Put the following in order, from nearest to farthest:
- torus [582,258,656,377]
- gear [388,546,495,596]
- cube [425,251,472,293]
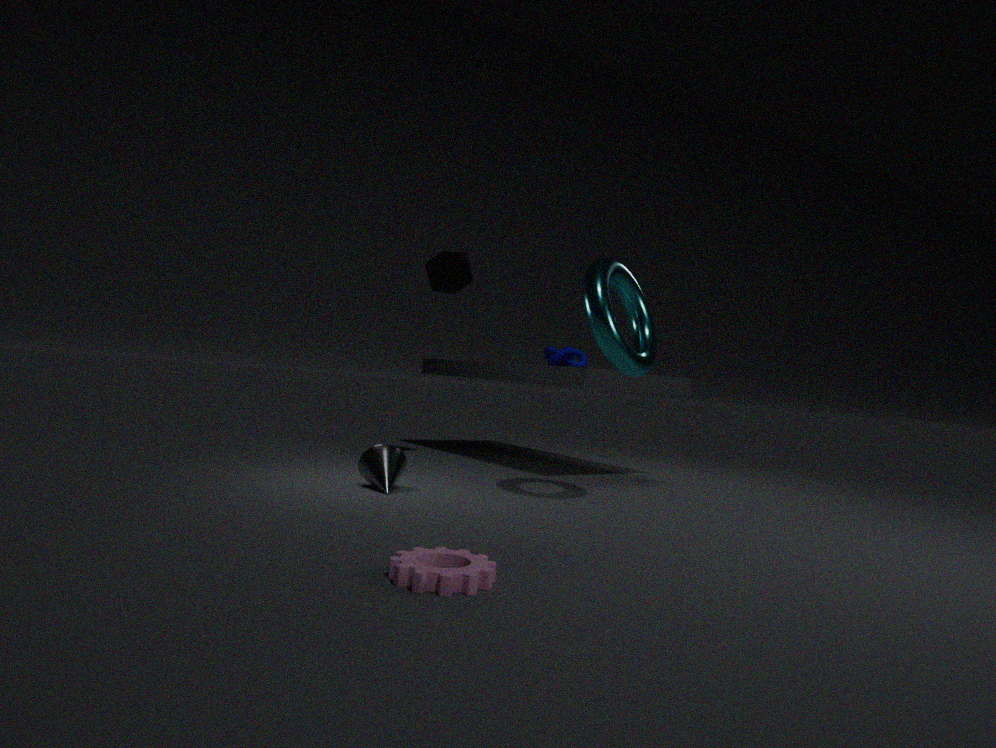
gear [388,546,495,596] → torus [582,258,656,377] → cube [425,251,472,293]
